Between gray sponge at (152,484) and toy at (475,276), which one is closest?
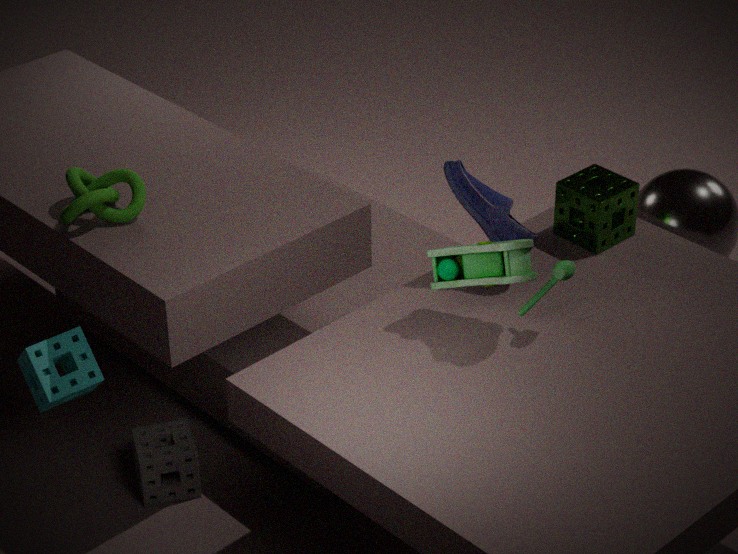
toy at (475,276)
